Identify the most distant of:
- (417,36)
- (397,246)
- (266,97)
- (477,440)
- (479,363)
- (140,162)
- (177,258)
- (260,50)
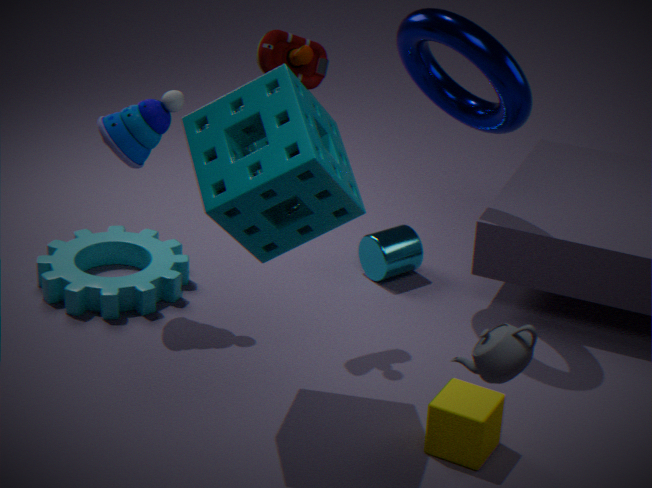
(397,246)
